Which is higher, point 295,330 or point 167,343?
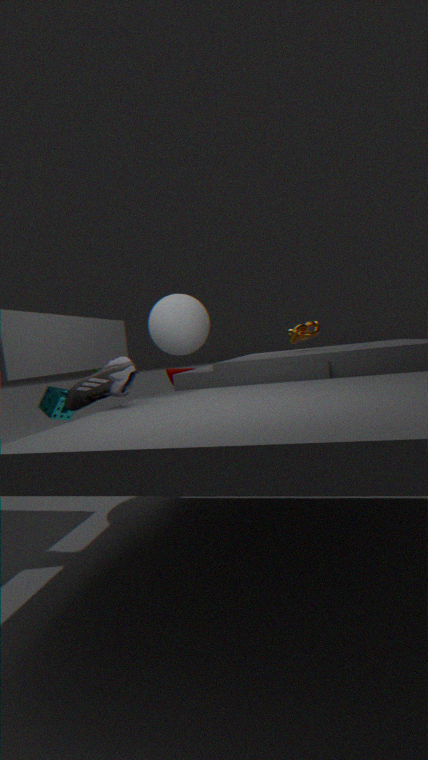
point 167,343
